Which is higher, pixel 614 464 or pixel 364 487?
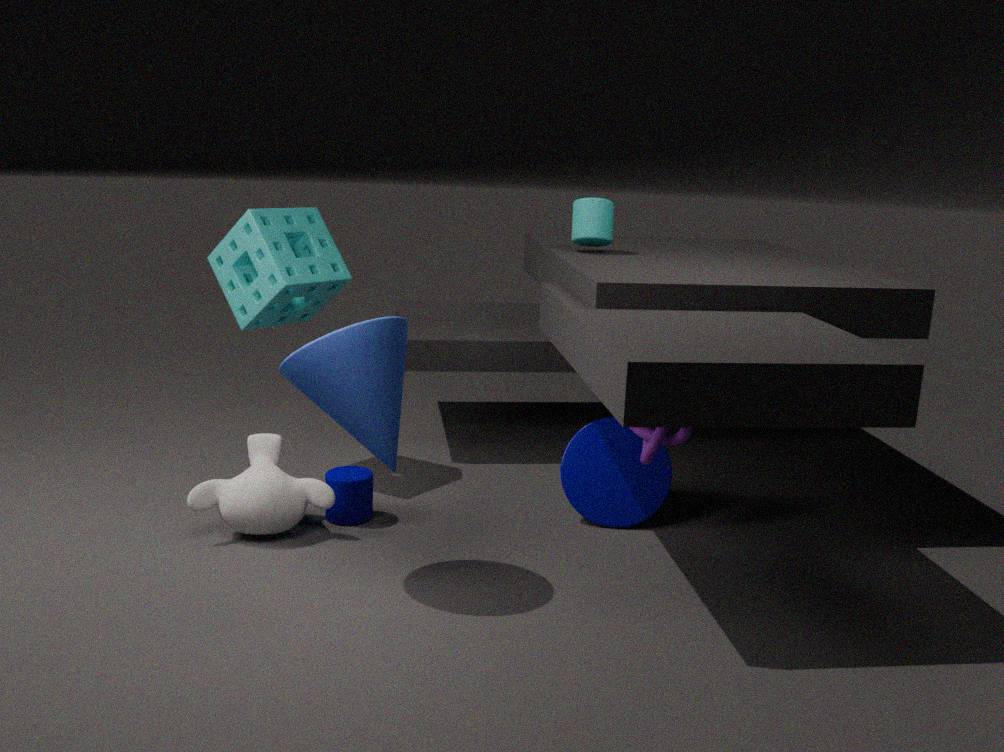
pixel 614 464
